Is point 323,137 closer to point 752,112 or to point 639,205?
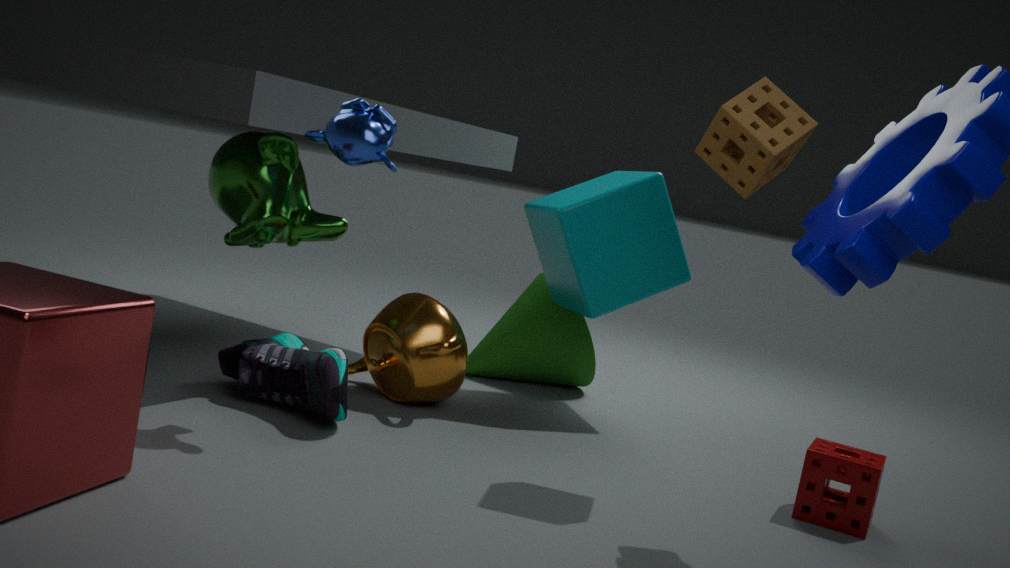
point 752,112
